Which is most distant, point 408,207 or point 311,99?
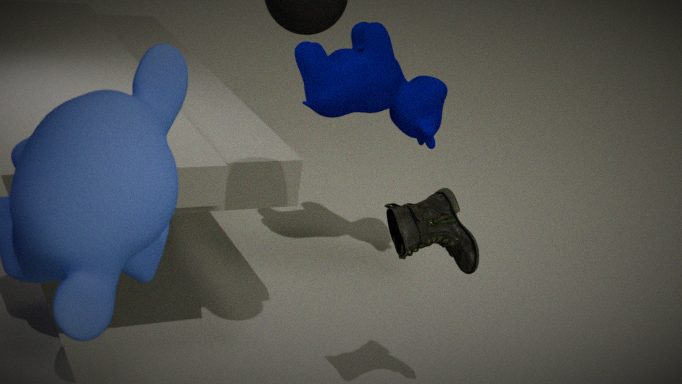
point 311,99
